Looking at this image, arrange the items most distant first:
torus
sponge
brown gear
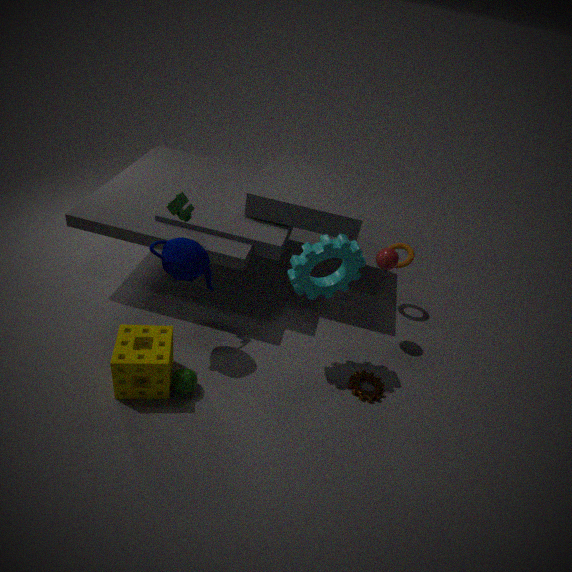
torus → brown gear → sponge
